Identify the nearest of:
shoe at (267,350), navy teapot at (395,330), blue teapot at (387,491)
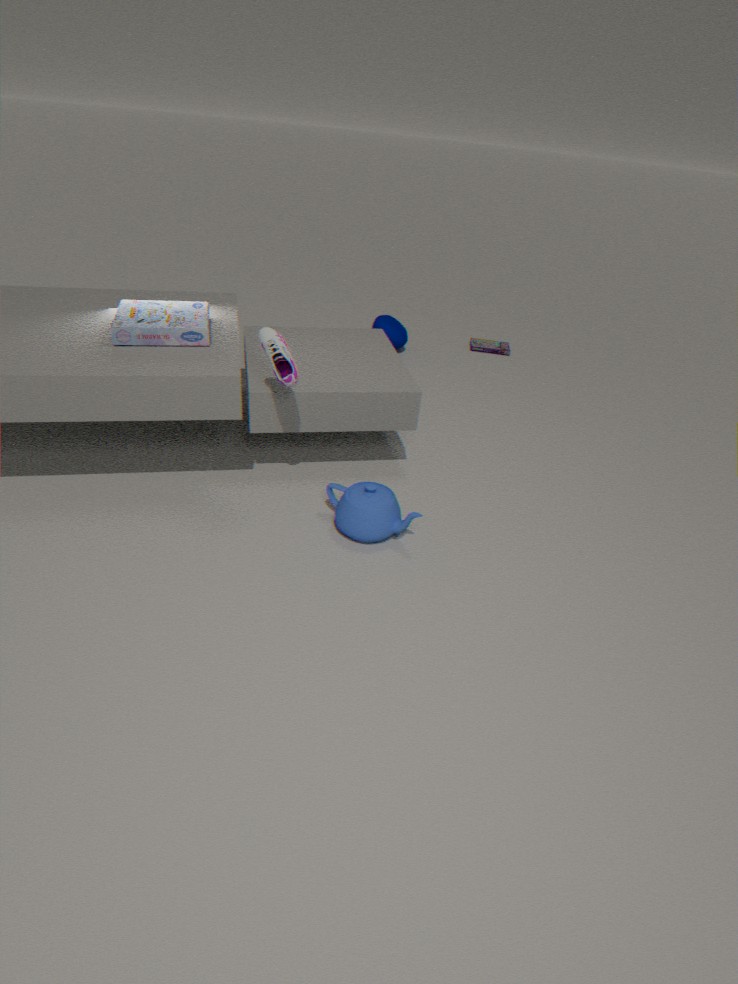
shoe at (267,350)
